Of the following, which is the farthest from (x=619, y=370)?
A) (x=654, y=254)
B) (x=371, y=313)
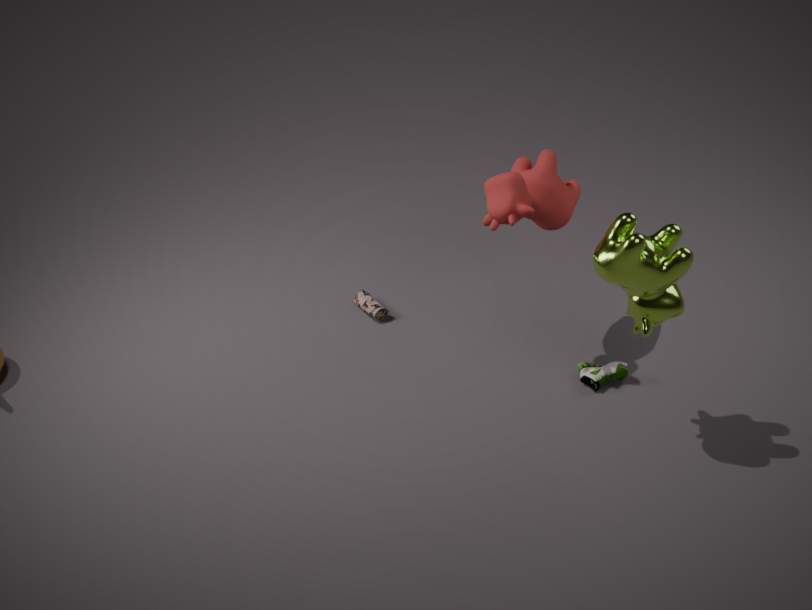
(x=371, y=313)
